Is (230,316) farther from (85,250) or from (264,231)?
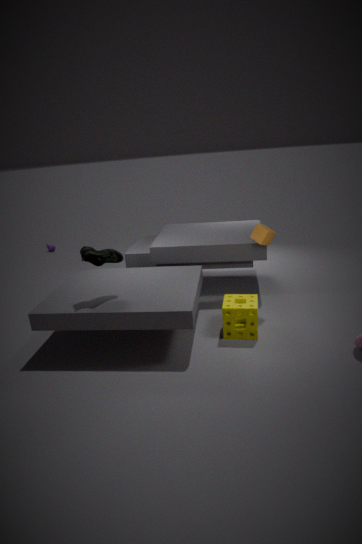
(85,250)
